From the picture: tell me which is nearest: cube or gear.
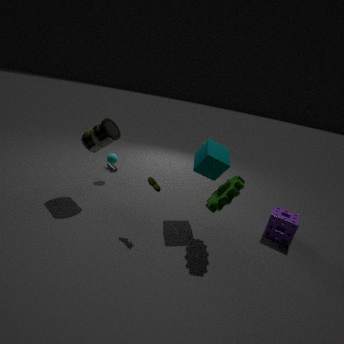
gear
